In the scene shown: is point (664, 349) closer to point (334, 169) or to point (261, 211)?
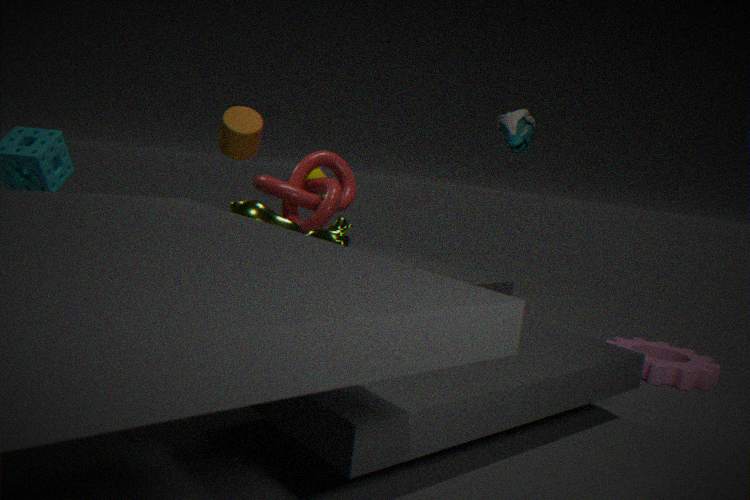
point (334, 169)
